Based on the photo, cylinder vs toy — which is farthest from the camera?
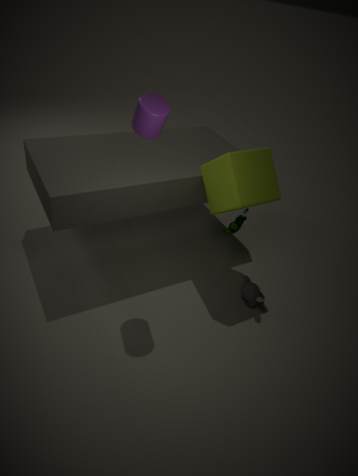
toy
